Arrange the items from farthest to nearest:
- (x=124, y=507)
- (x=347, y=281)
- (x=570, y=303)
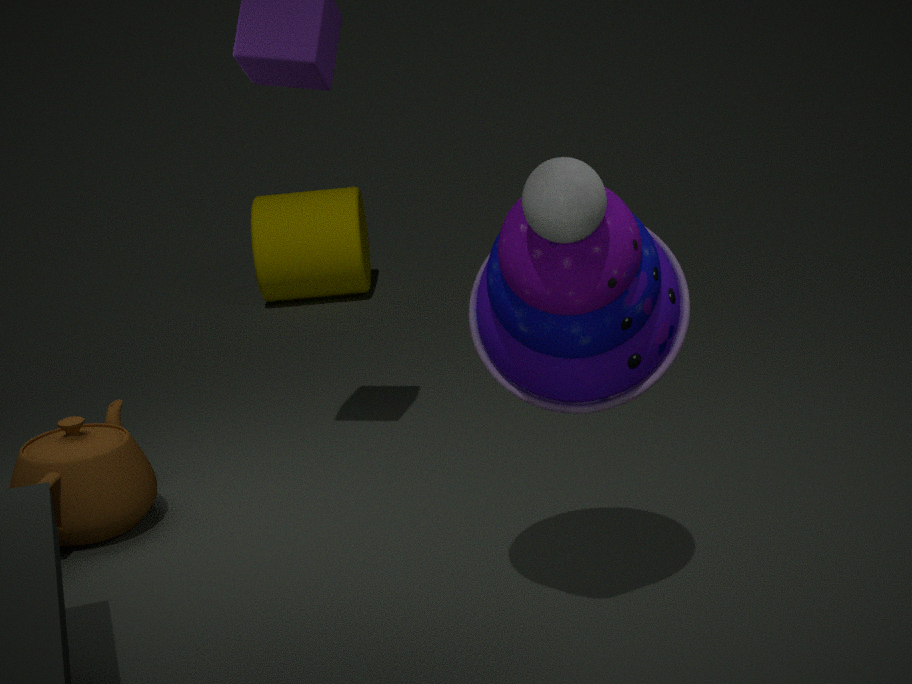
(x=347, y=281), (x=124, y=507), (x=570, y=303)
